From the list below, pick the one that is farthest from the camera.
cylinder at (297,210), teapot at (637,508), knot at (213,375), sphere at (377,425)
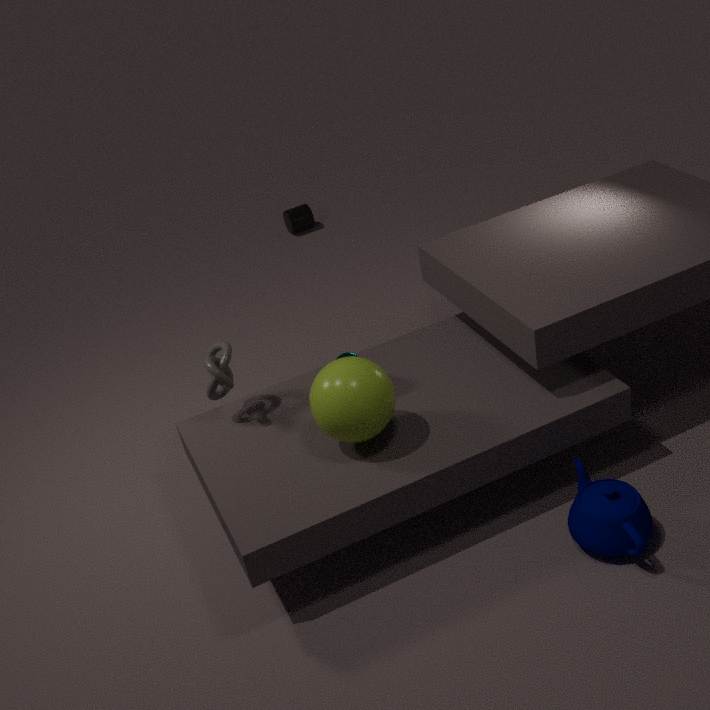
cylinder at (297,210)
